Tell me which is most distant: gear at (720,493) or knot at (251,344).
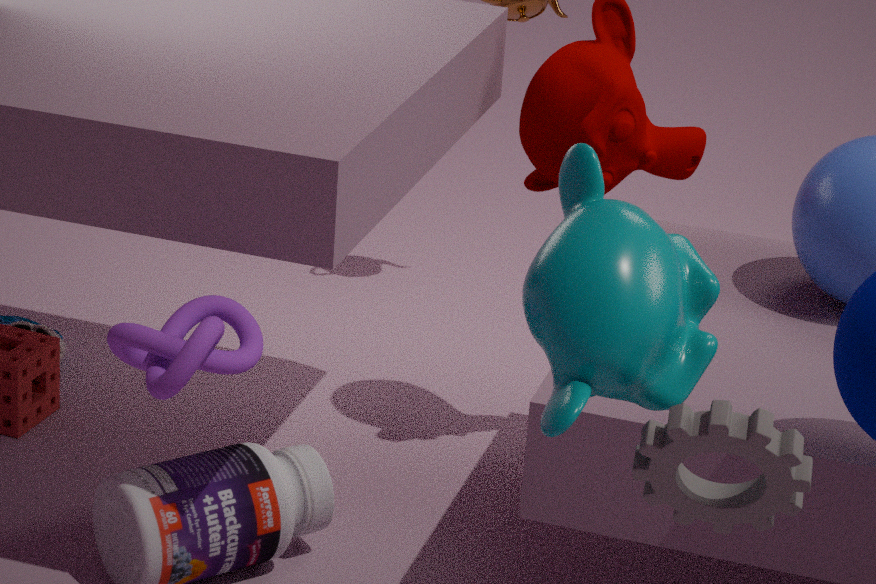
knot at (251,344)
